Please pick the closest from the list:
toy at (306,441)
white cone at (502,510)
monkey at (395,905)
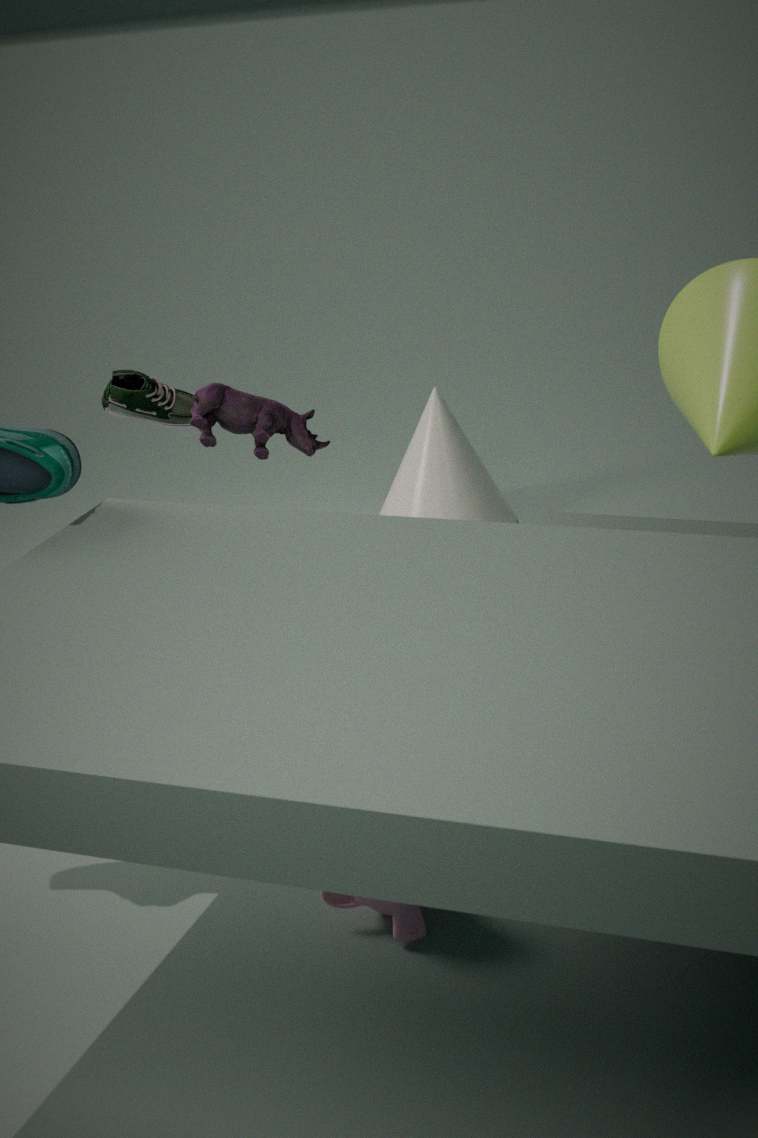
monkey at (395,905)
